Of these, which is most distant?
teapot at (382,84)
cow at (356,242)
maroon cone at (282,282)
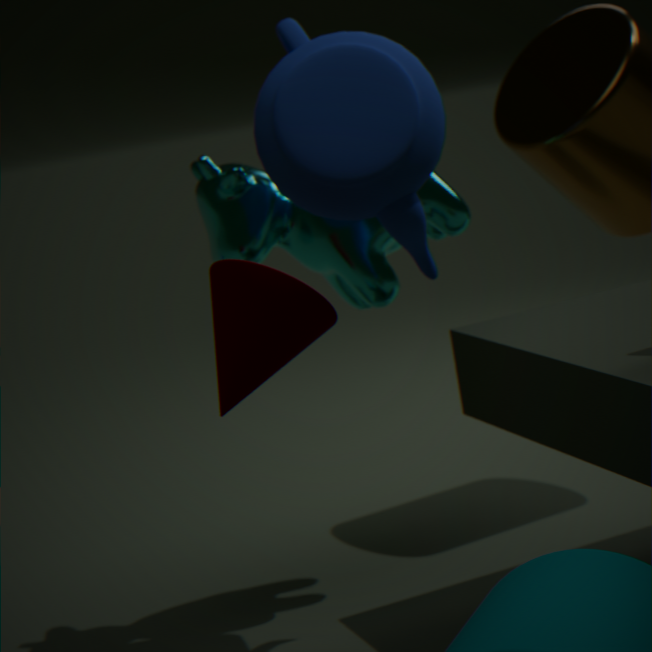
cow at (356,242)
